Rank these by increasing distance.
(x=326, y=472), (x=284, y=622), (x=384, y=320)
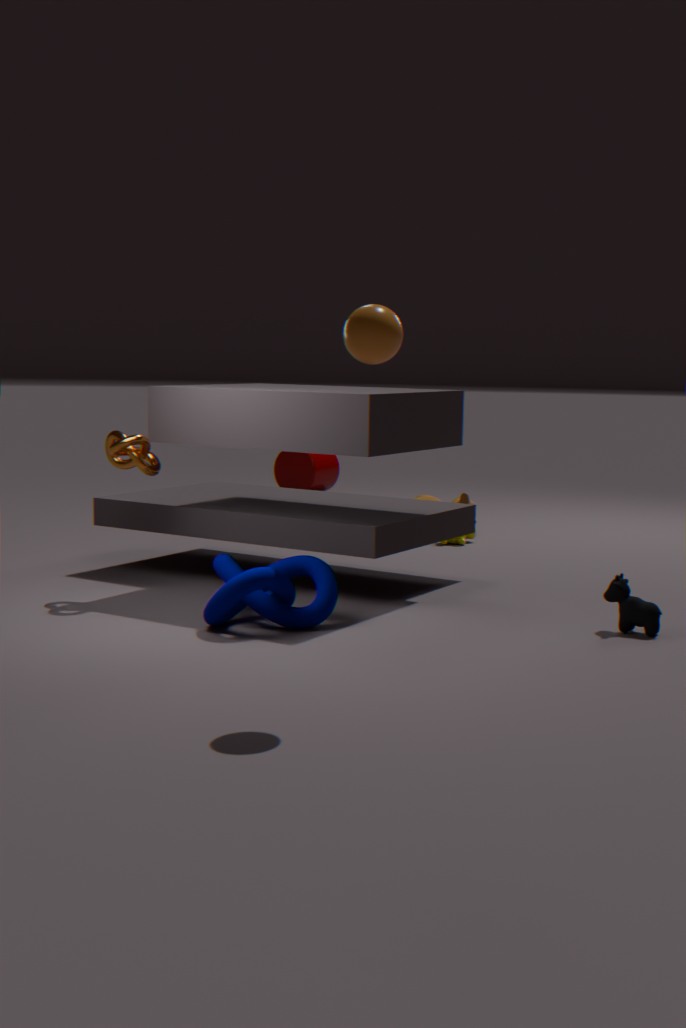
(x=384, y=320) < (x=284, y=622) < (x=326, y=472)
